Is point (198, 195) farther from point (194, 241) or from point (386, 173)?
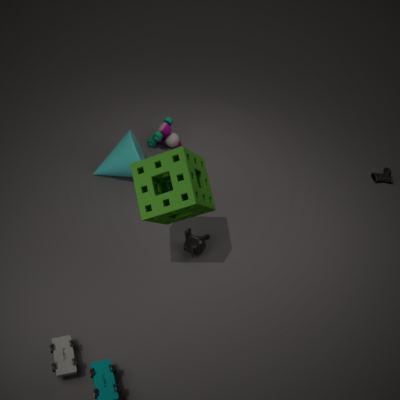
point (386, 173)
